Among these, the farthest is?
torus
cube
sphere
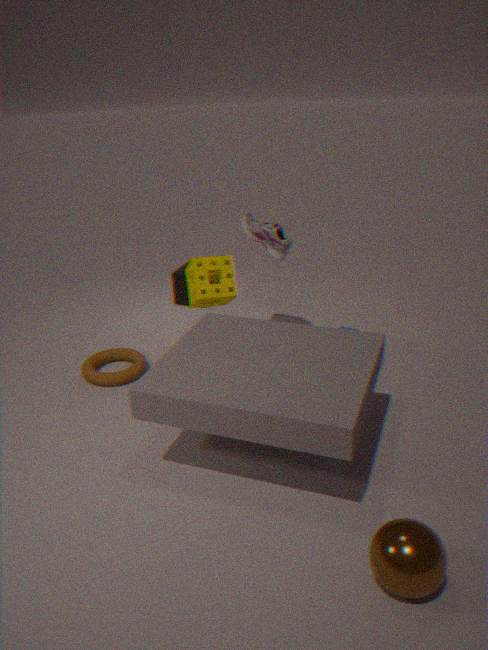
cube
